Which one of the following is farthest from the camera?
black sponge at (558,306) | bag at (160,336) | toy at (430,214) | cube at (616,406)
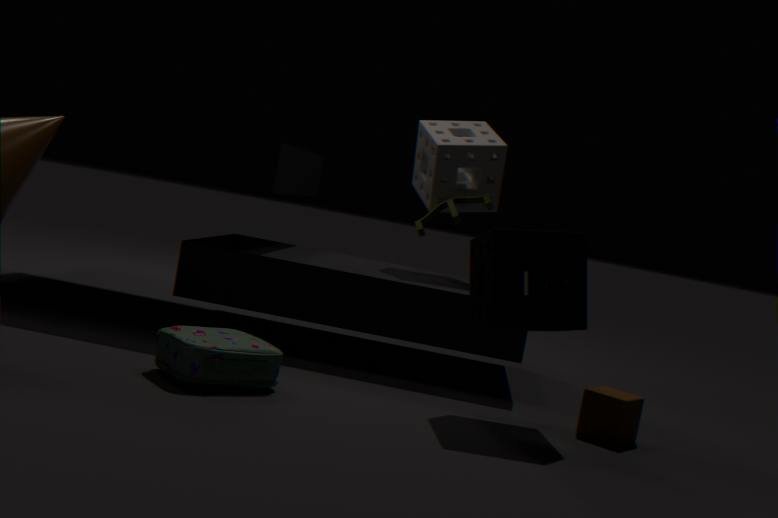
toy at (430,214)
